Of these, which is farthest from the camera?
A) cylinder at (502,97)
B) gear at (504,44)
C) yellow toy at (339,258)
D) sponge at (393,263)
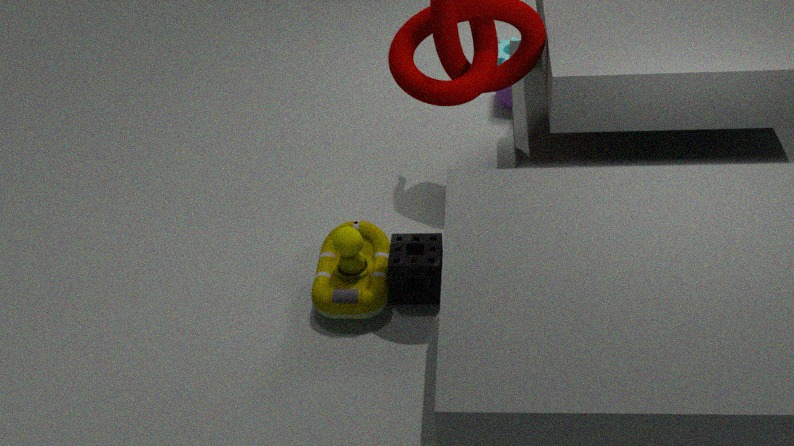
gear at (504,44)
